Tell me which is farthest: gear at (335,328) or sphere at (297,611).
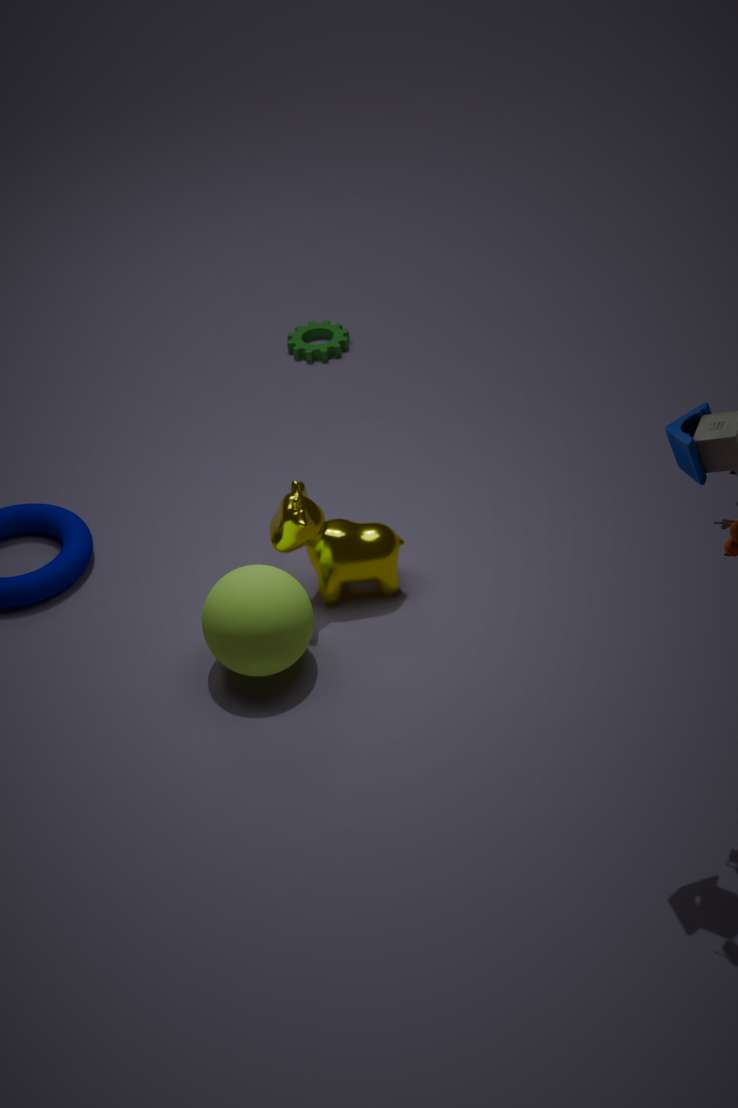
gear at (335,328)
